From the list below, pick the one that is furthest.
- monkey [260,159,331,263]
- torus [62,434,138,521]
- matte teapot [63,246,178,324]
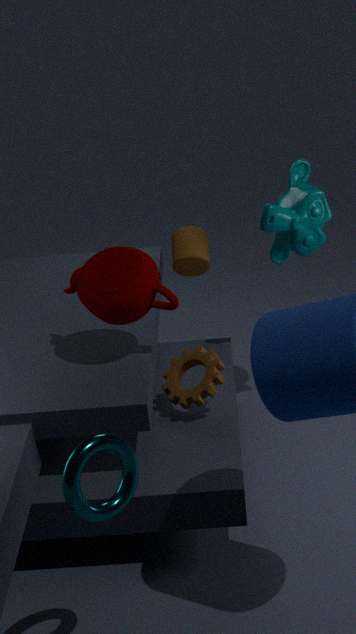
monkey [260,159,331,263]
